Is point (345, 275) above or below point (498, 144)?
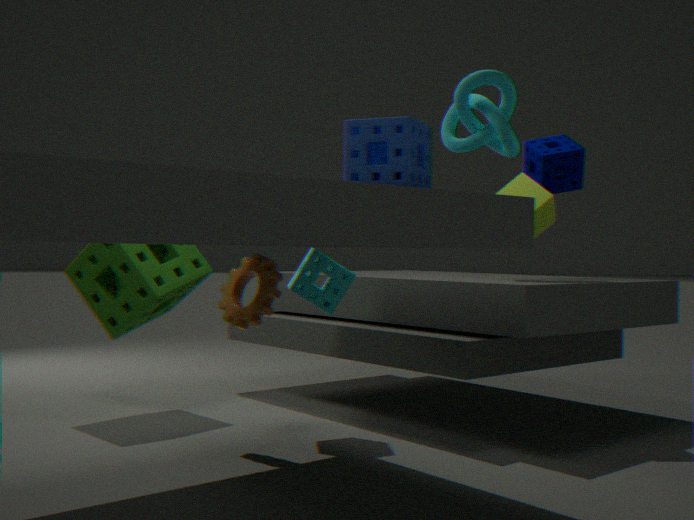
below
